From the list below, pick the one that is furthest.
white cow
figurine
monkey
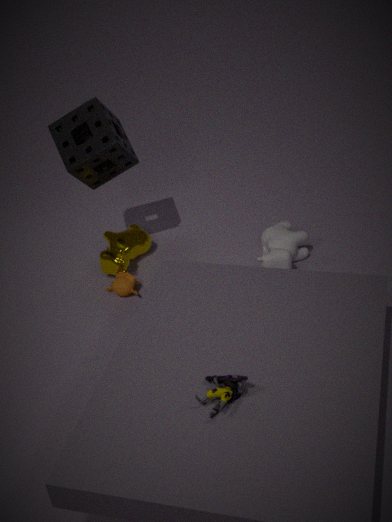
monkey
